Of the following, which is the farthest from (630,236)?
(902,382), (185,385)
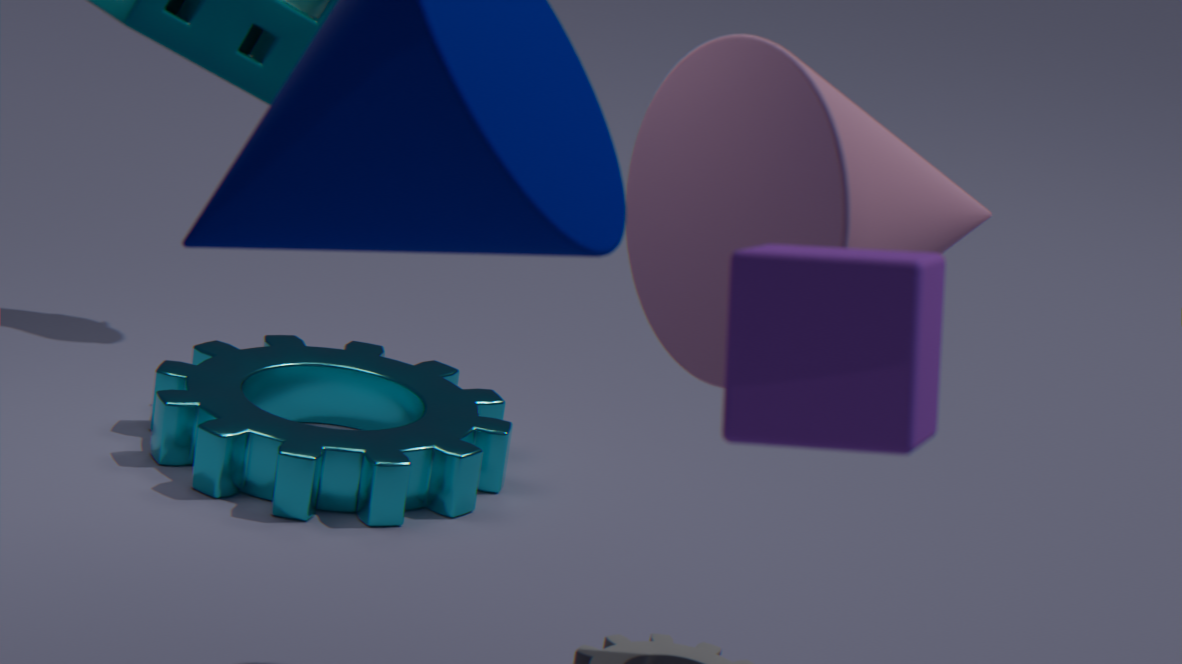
(185,385)
